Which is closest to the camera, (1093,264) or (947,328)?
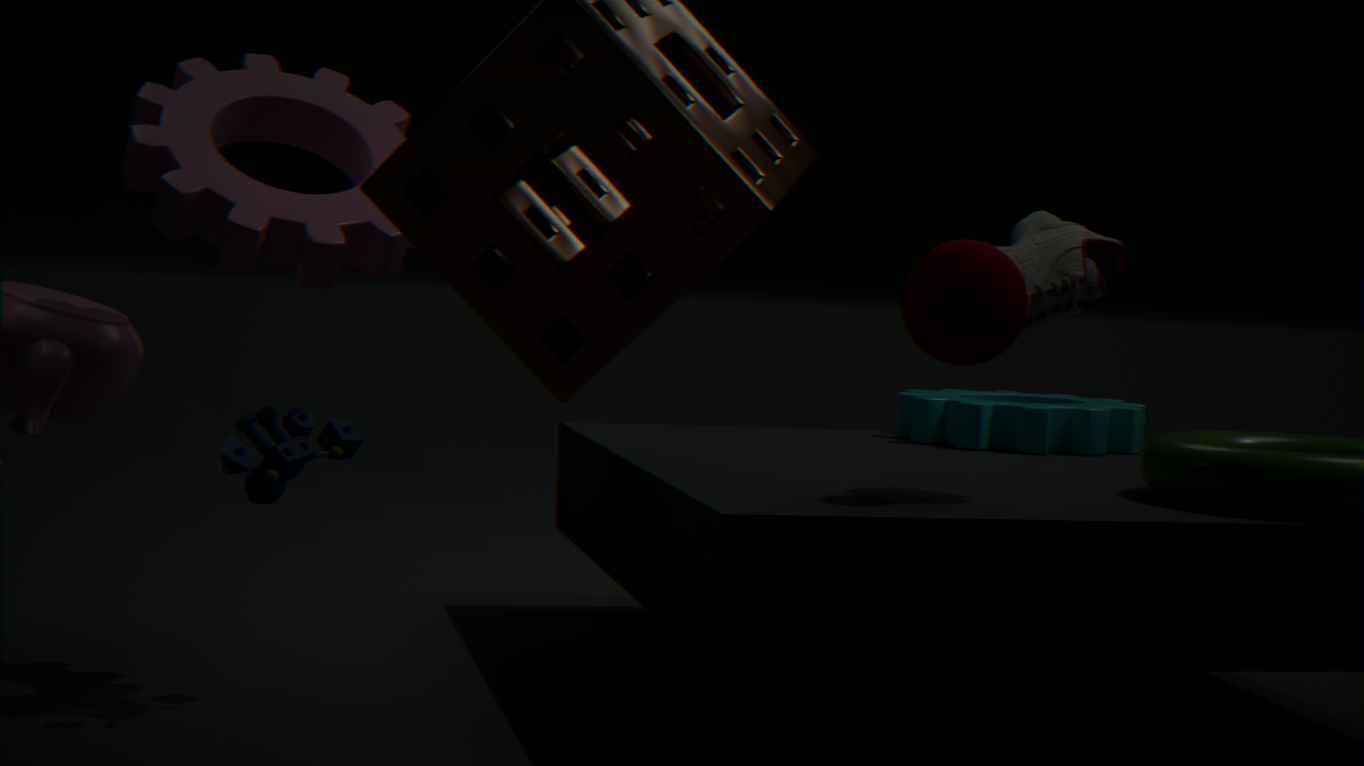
(947,328)
